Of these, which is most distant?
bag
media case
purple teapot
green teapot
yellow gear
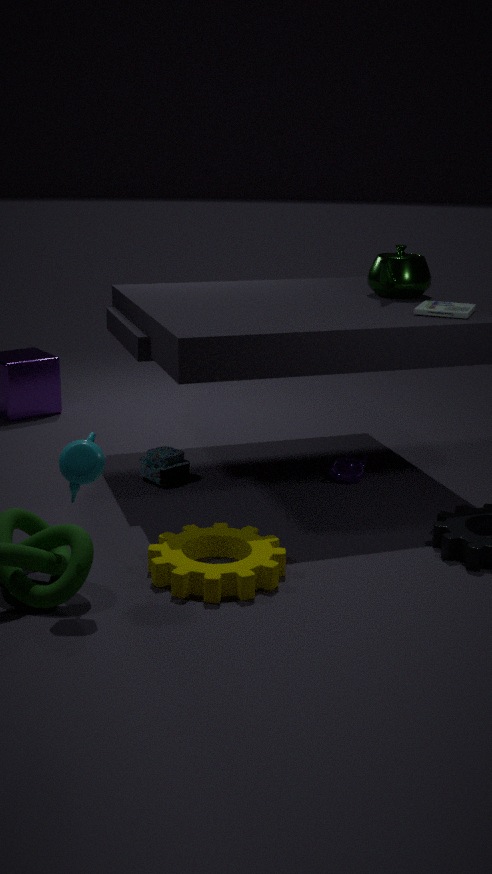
green teapot
